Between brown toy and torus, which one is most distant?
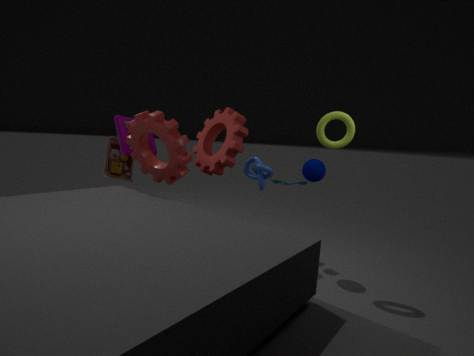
brown toy
